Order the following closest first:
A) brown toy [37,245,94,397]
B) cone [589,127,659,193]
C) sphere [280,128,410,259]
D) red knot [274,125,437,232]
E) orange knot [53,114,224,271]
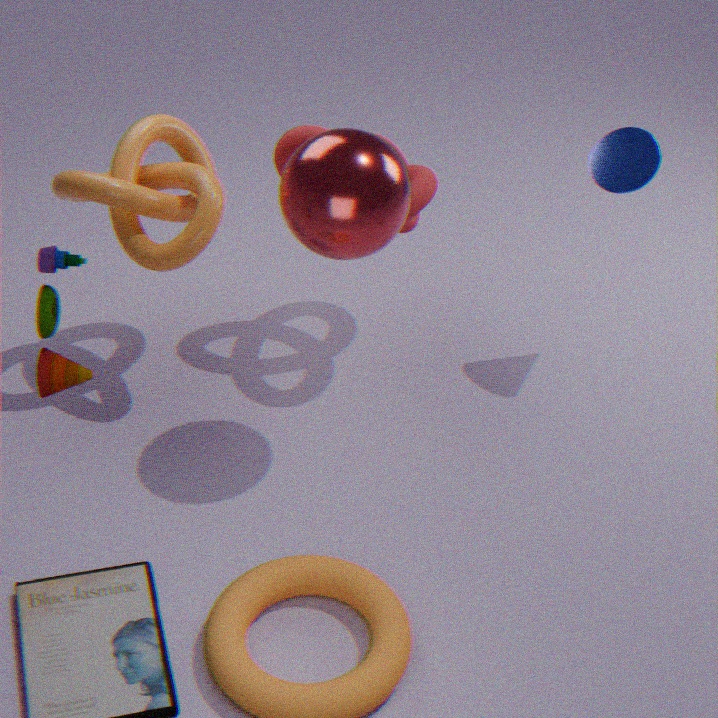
brown toy [37,245,94,397] → sphere [280,128,410,259] → orange knot [53,114,224,271] → red knot [274,125,437,232] → cone [589,127,659,193]
